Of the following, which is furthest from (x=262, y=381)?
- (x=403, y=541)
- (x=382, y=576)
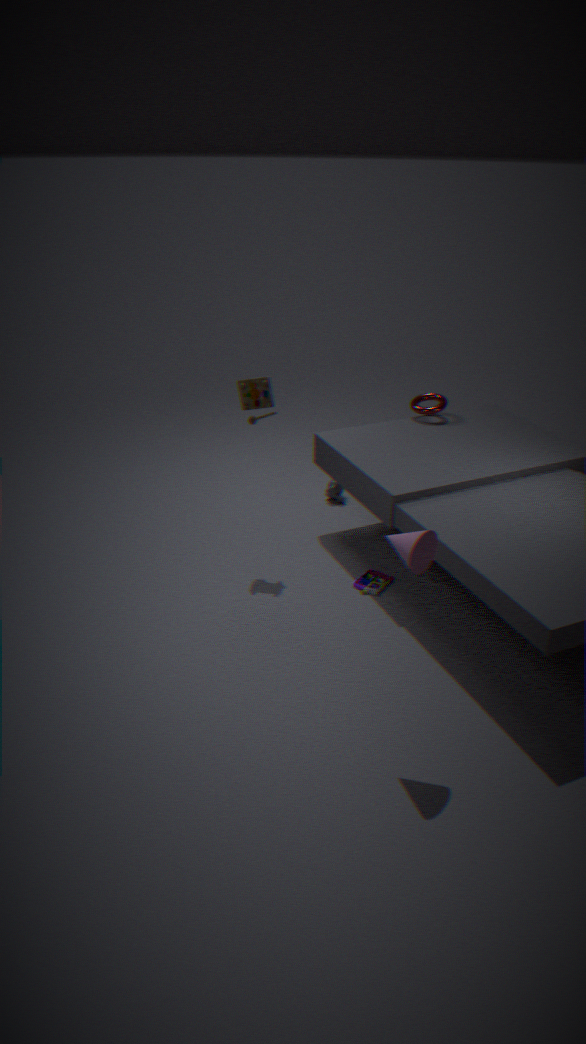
(x=403, y=541)
